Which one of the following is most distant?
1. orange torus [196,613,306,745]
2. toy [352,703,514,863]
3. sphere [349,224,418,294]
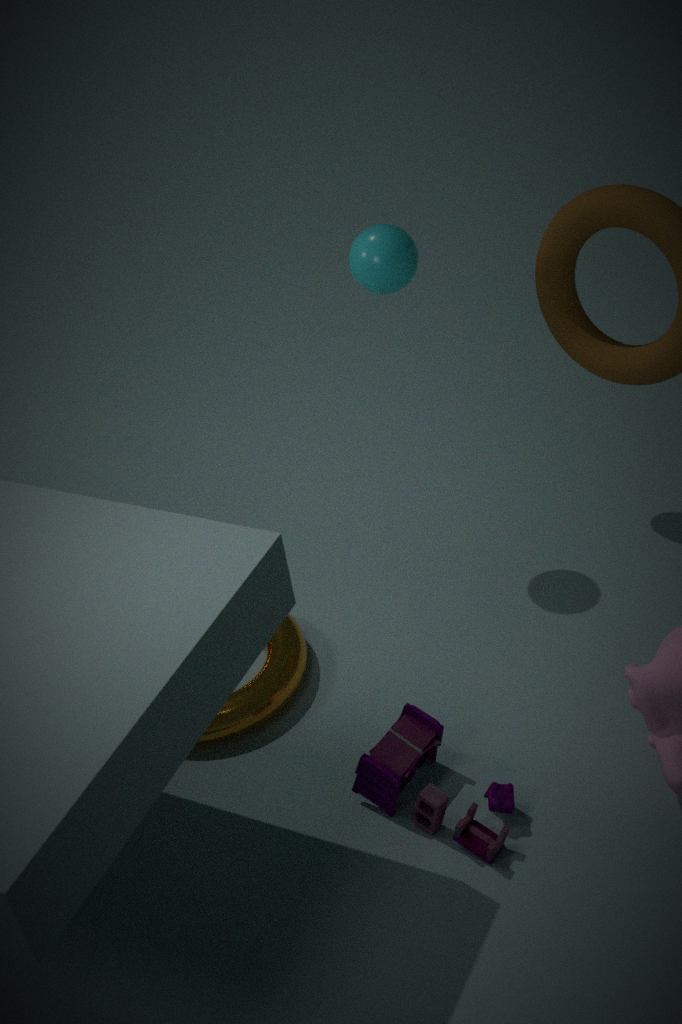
sphere [349,224,418,294]
